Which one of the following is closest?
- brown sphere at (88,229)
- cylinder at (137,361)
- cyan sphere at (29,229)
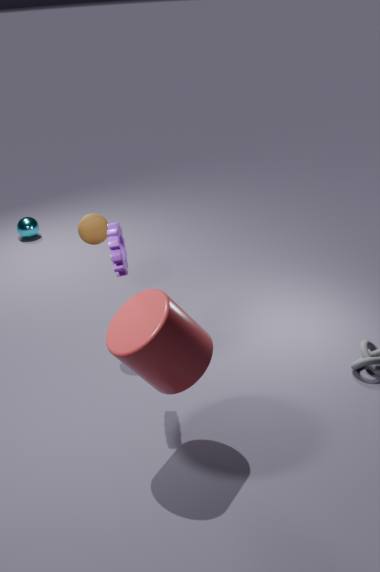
cylinder at (137,361)
